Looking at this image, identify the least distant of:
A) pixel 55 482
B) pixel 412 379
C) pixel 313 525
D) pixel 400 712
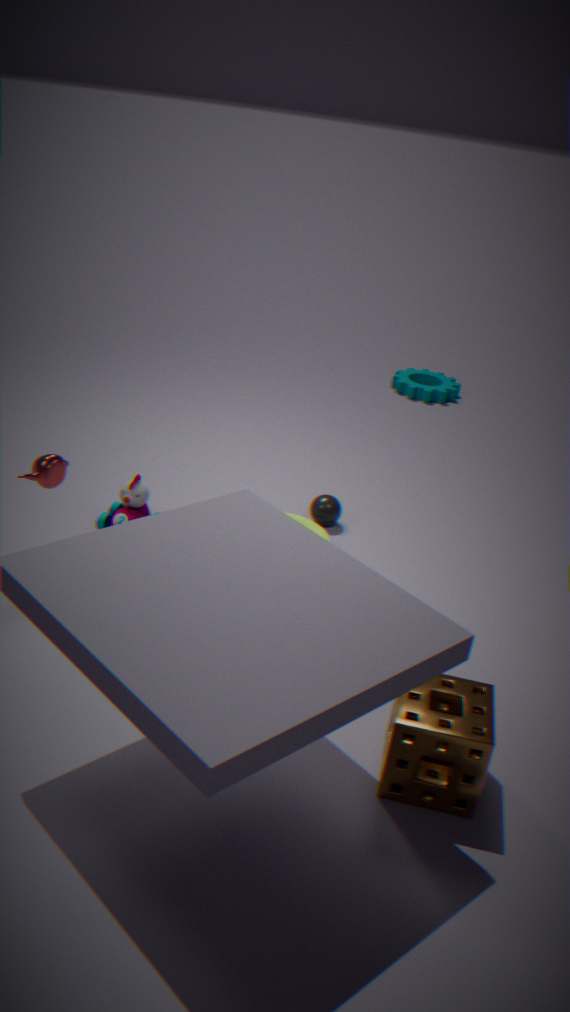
pixel 400 712
